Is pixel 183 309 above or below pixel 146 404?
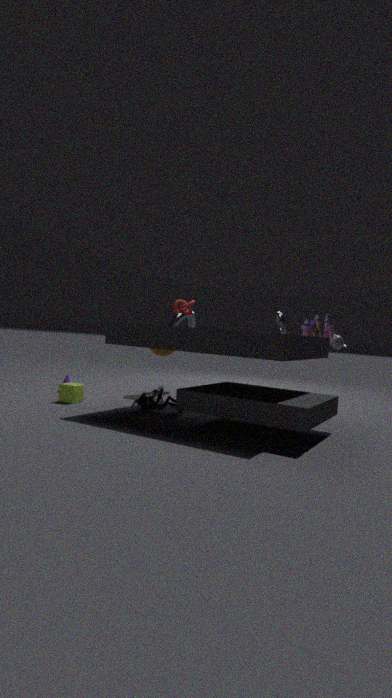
above
